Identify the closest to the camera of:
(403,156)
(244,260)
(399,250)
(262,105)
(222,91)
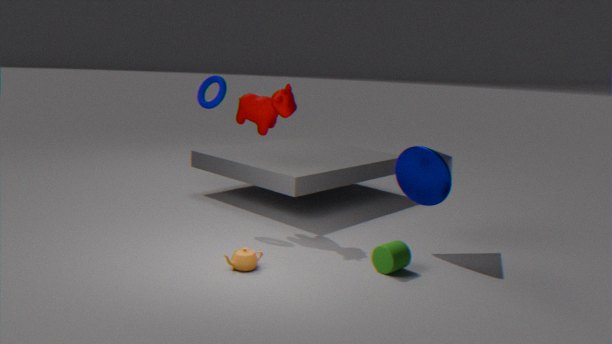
(244,260)
